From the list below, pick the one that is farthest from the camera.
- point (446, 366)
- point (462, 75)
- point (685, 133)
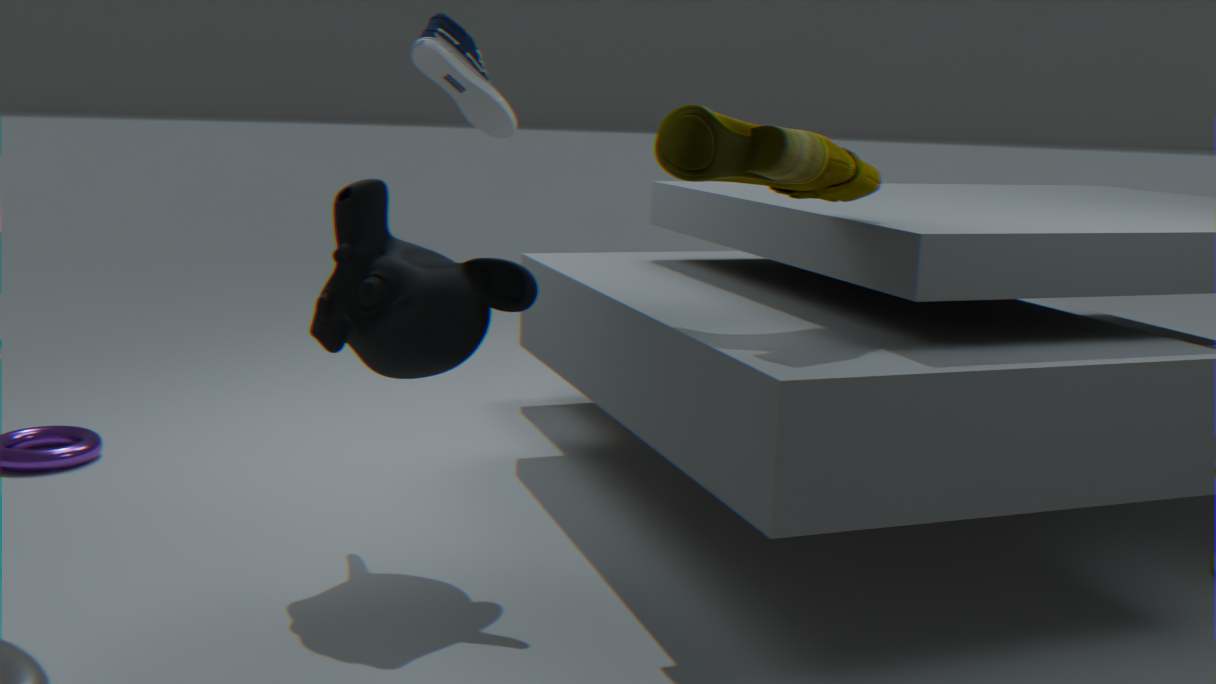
point (462, 75)
